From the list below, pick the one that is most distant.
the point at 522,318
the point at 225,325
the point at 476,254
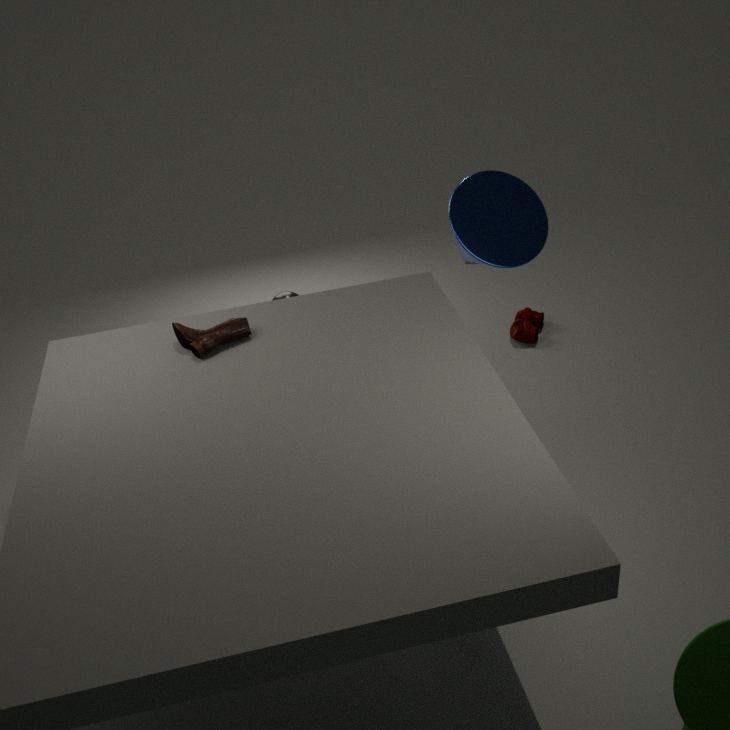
the point at 522,318
